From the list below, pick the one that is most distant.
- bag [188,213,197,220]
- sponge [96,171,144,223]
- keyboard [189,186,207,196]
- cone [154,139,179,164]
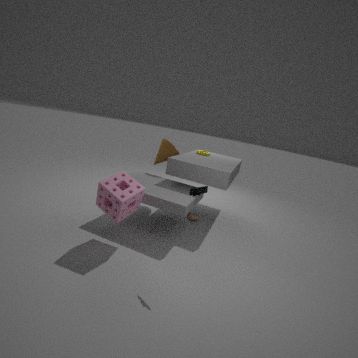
cone [154,139,179,164]
